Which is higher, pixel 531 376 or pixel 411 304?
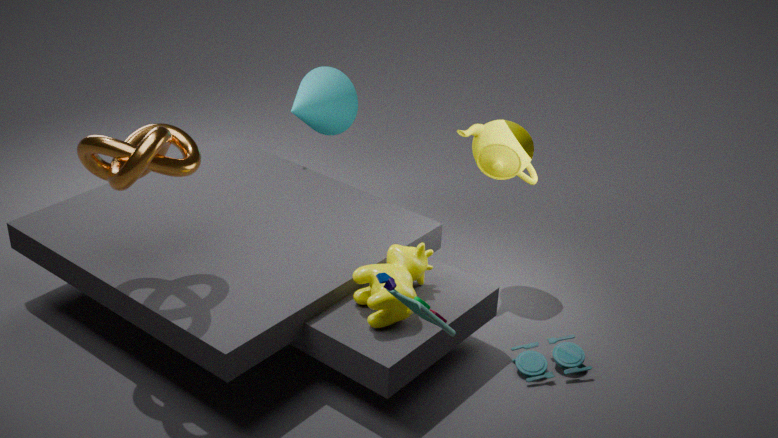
pixel 411 304
